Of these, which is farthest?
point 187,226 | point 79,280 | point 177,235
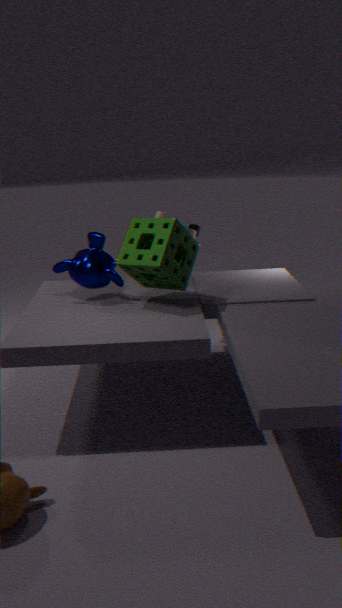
point 187,226
